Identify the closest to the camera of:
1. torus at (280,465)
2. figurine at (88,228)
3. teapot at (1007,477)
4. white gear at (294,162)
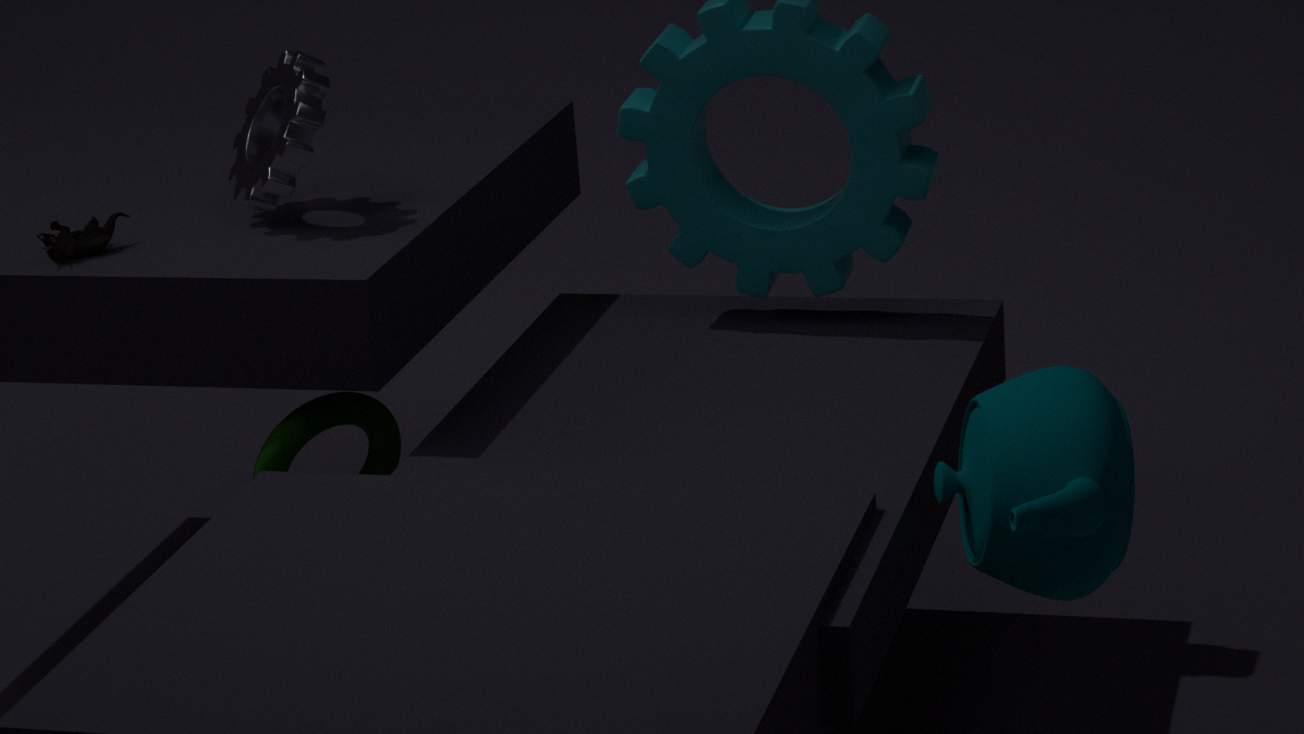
teapot at (1007,477)
